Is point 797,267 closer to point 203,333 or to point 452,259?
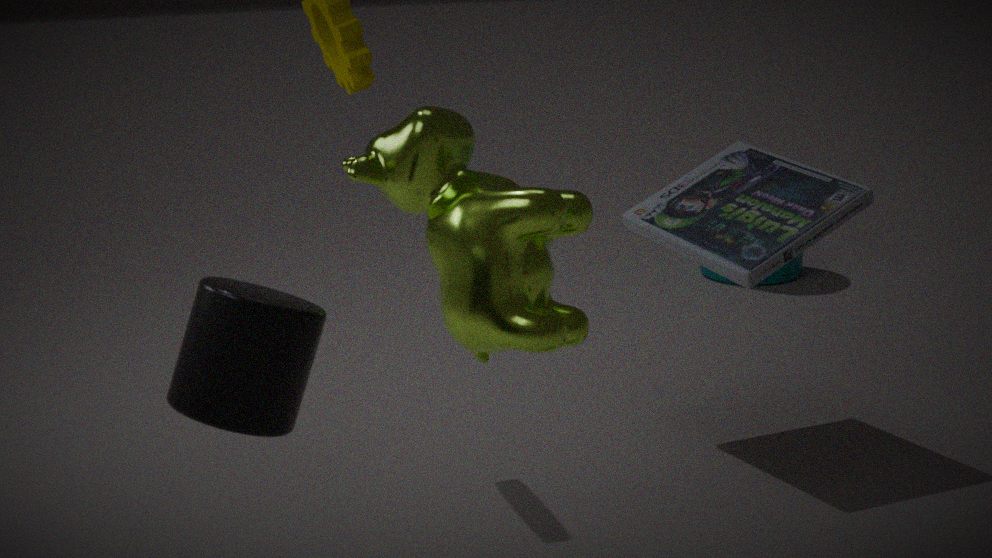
point 452,259
